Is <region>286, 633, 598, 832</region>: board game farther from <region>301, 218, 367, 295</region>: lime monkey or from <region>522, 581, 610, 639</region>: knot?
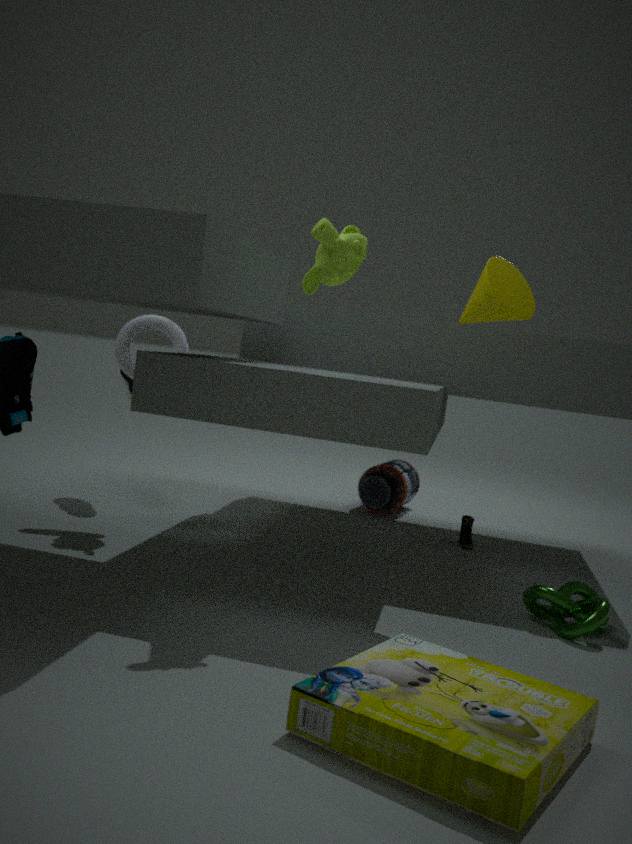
<region>301, 218, 367, 295</region>: lime monkey
